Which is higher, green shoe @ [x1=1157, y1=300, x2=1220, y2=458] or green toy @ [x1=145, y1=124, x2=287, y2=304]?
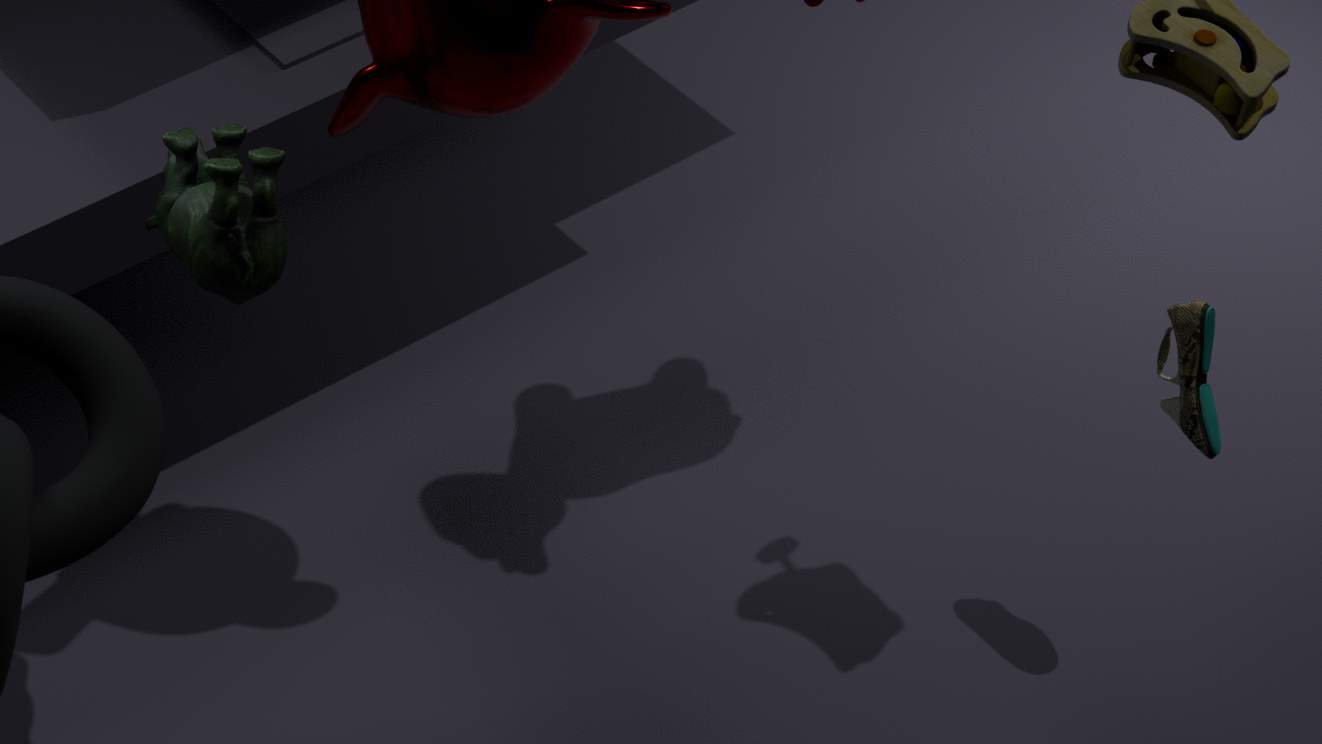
green toy @ [x1=145, y1=124, x2=287, y2=304]
